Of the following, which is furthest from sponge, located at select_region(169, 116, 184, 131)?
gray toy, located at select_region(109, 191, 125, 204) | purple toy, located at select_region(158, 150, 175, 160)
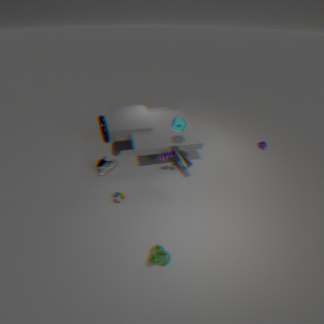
gray toy, located at select_region(109, 191, 125, 204)
